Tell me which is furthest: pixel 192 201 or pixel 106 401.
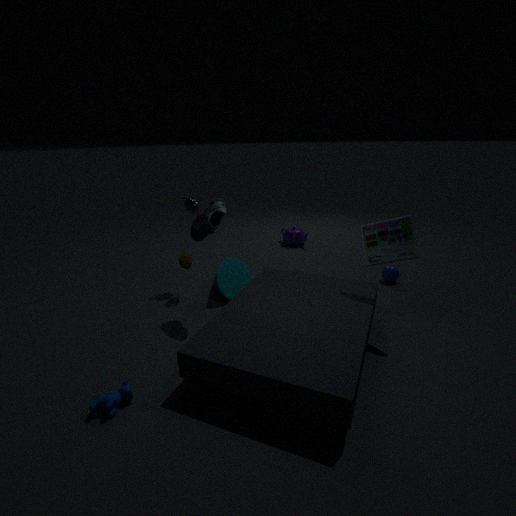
pixel 192 201
